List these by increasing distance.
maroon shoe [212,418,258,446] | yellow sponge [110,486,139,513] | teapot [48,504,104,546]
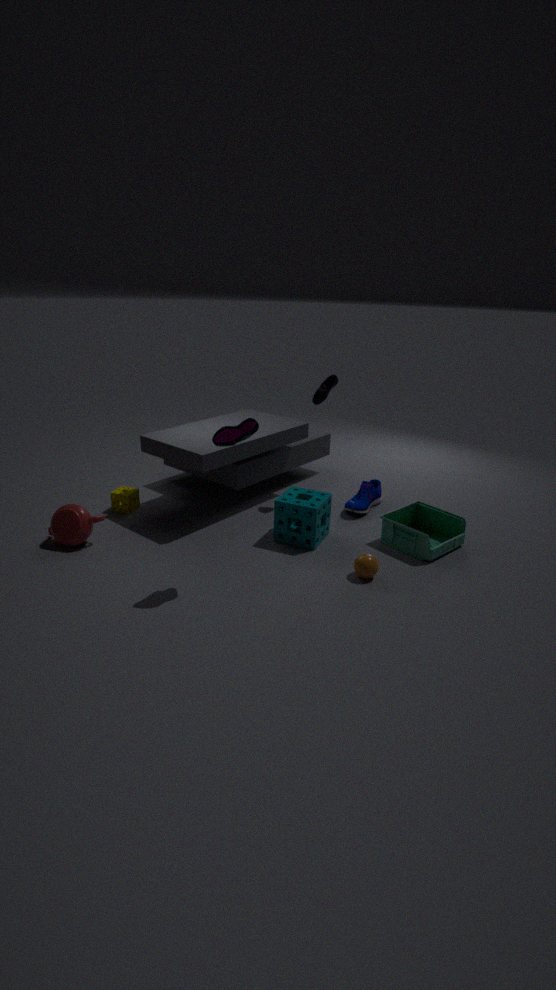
1. maroon shoe [212,418,258,446]
2. teapot [48,504,104,546]
3. yellow sponge [110,486,139,513]
